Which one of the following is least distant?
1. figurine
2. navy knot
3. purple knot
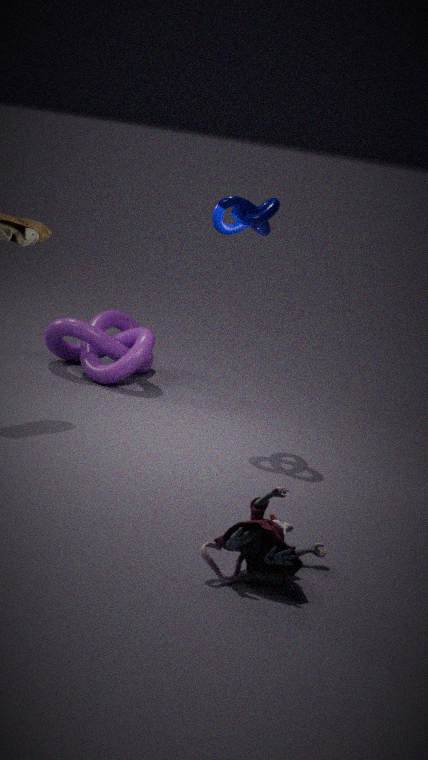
figurine
